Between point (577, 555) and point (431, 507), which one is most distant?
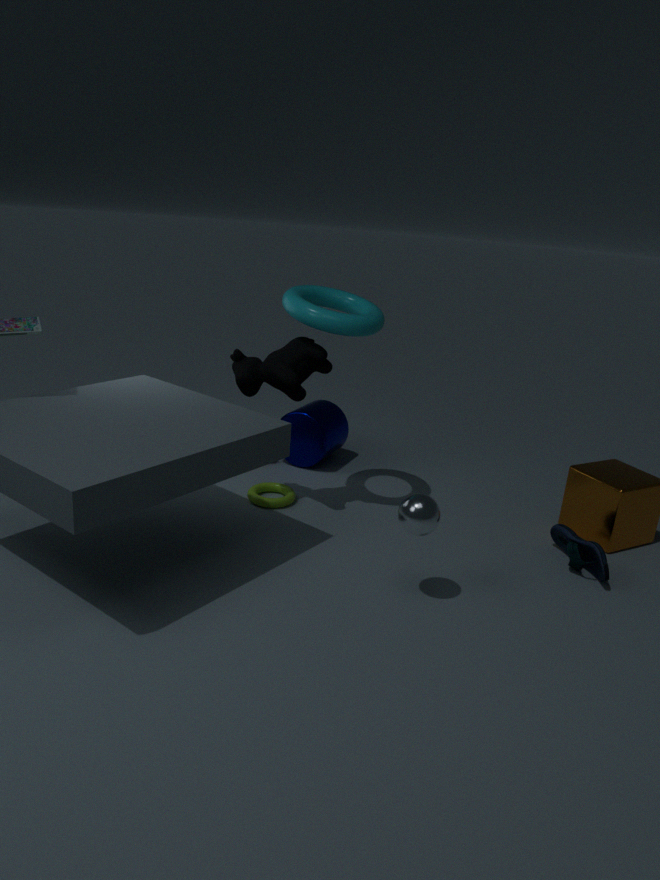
point (577, 555)
